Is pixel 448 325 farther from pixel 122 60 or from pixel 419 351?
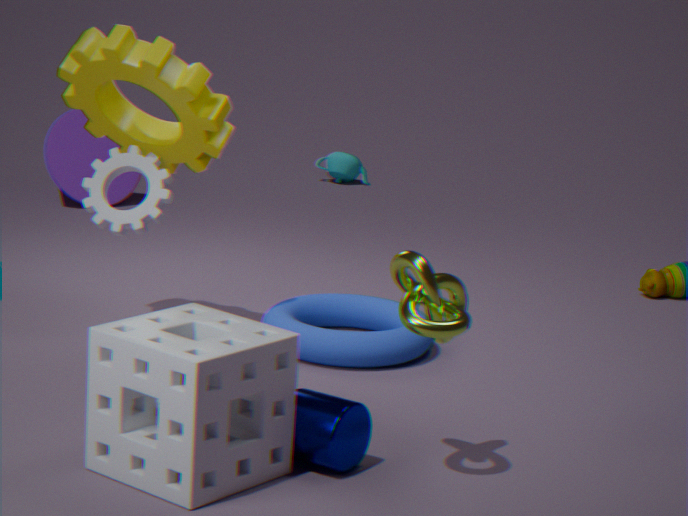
pixel 122 60
